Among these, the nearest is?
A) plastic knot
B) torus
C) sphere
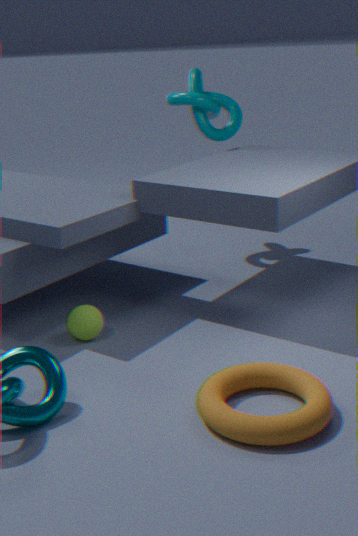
torus
